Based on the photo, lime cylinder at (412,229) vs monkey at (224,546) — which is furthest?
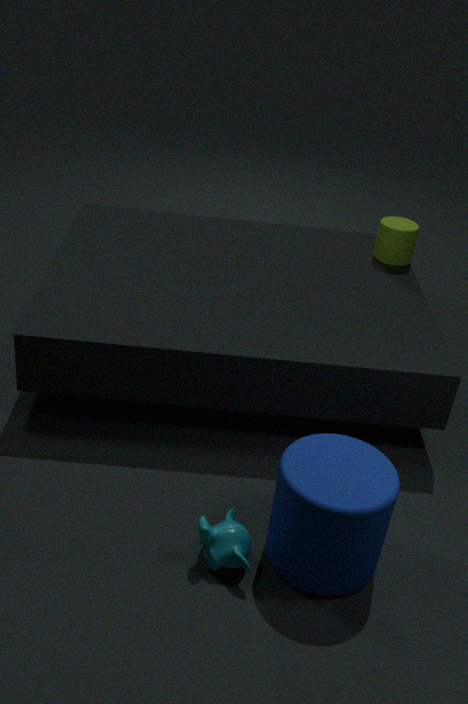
lime cylinder at (412,229)
